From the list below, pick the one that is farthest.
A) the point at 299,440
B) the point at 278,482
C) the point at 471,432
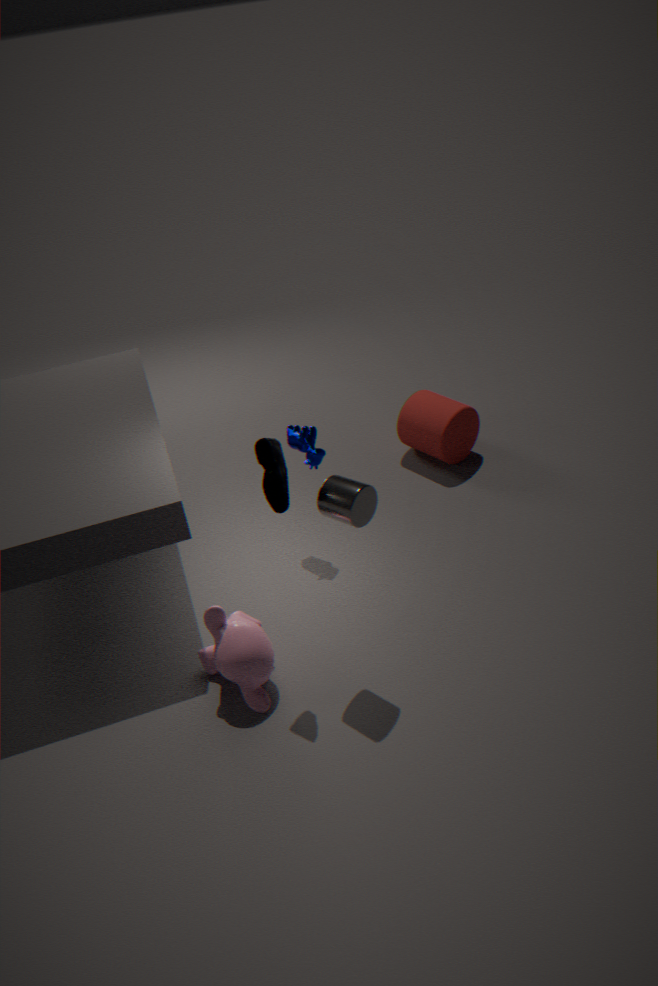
the point at 471,432
